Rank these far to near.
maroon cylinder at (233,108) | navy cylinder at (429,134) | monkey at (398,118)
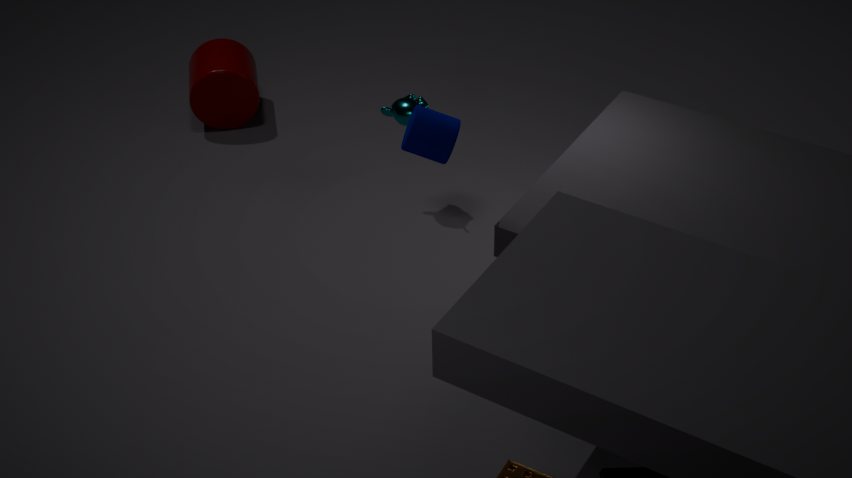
maroon cylinder at (233,108) < monkey at (398,118) < navy cylinder at (429,134)
